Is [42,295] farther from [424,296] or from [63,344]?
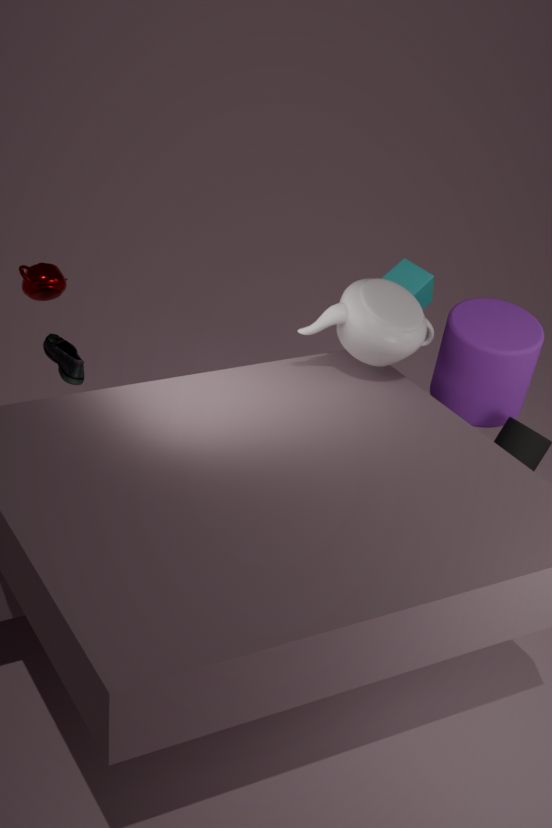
[424,296]
